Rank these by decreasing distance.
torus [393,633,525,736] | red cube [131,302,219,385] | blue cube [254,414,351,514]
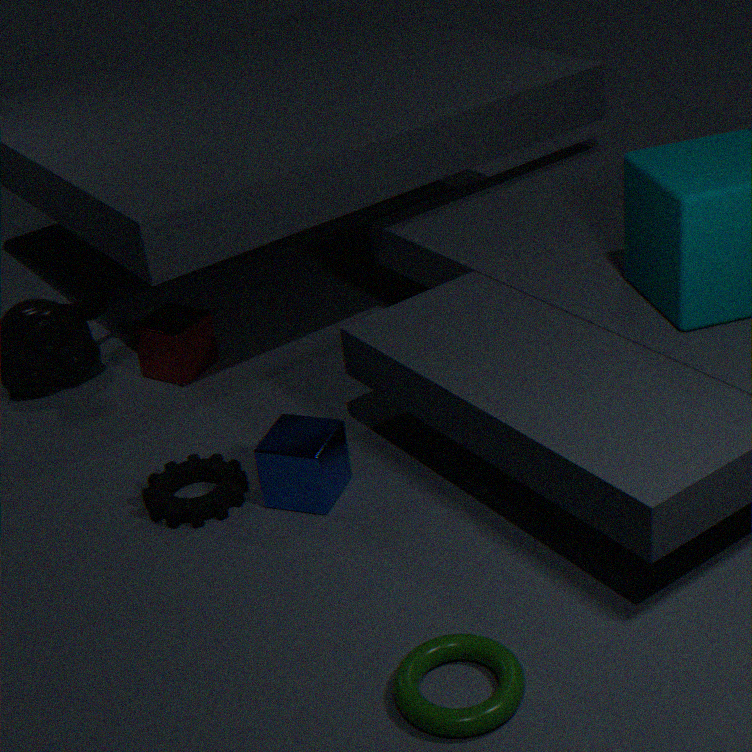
red cube [131,302,219,385], blue cube [254,414,351,514], torus [393,633,525,736]
